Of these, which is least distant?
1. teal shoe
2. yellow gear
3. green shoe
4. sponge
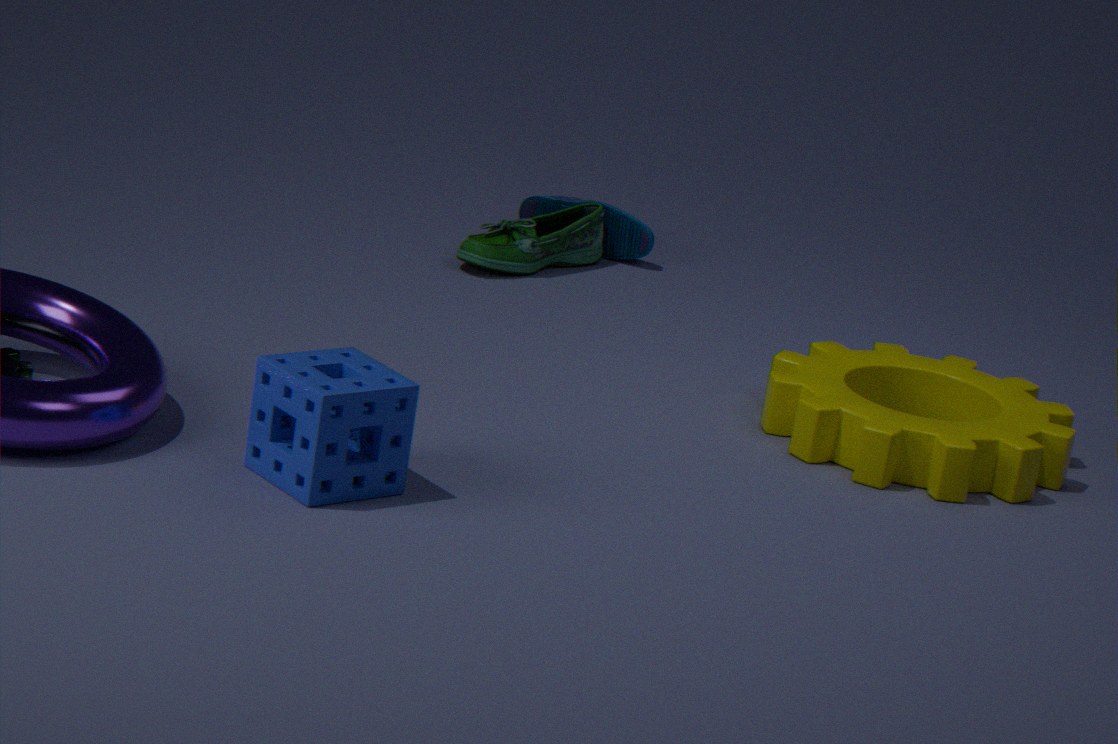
sponge
